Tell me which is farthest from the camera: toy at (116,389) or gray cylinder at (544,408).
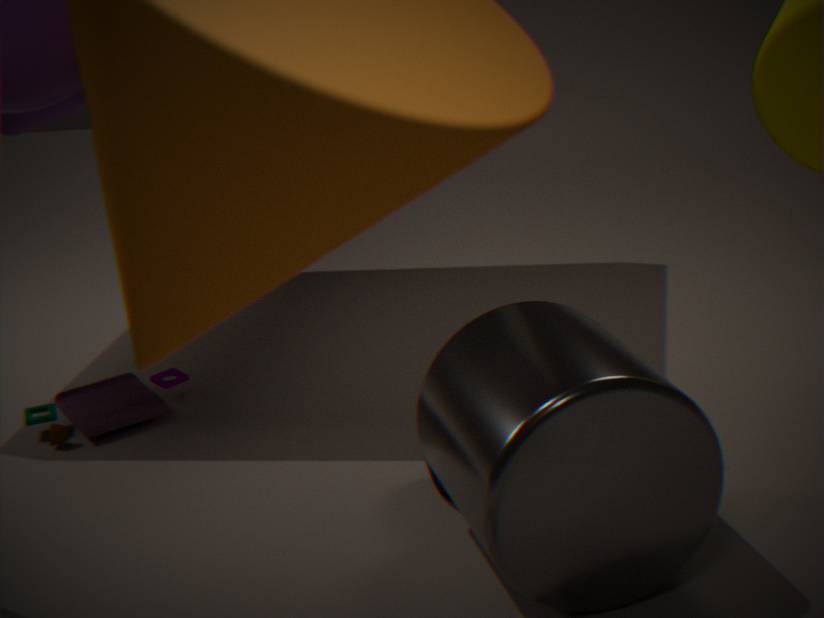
toy at (116,389)
